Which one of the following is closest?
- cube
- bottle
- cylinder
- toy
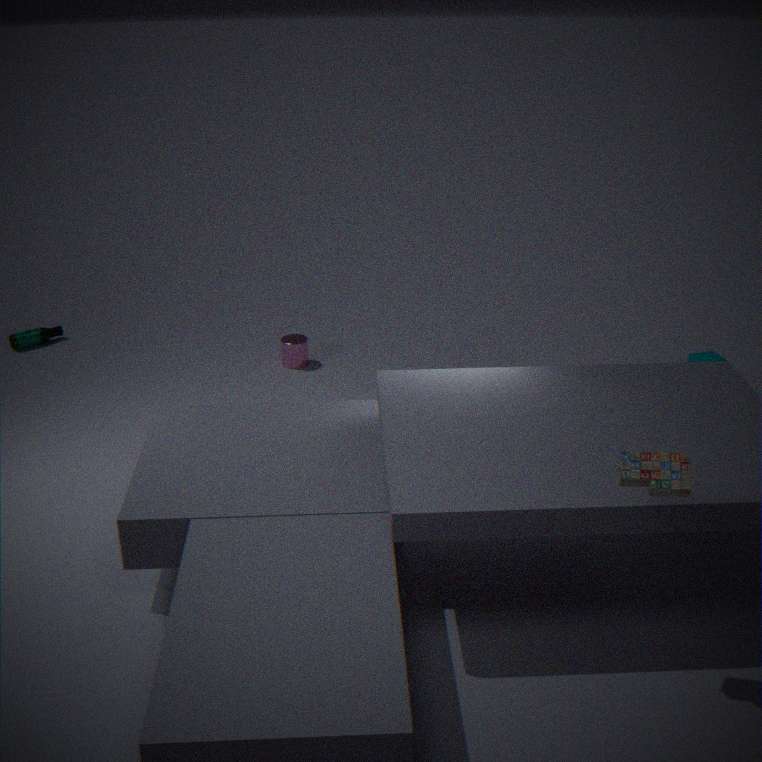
toy
